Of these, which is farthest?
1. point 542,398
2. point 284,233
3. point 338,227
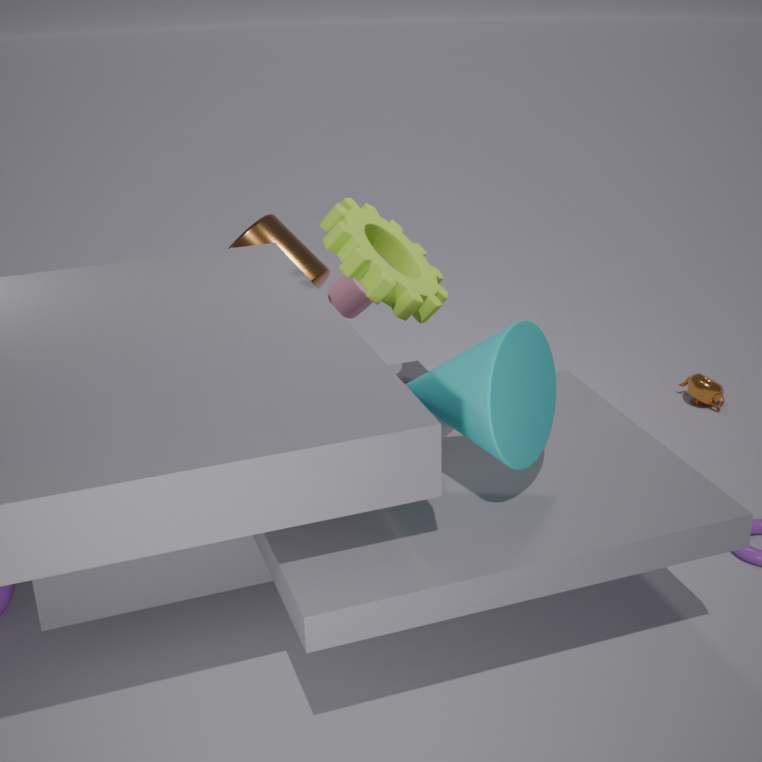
point 284,233
